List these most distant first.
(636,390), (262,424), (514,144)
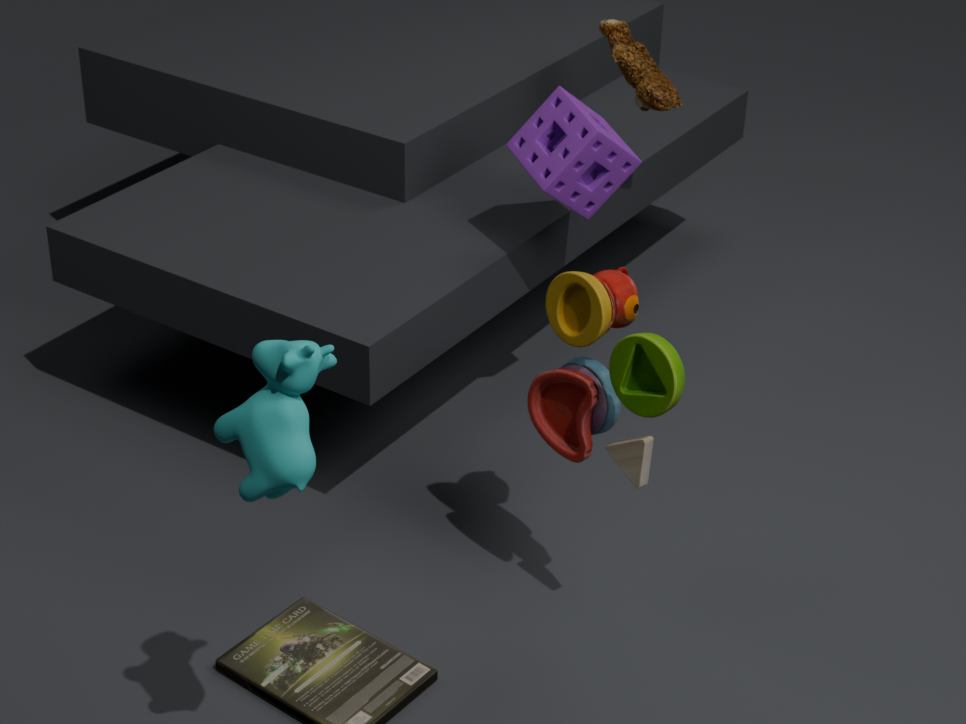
1. (514,144)
2. (636,390)
3. (262,424)
